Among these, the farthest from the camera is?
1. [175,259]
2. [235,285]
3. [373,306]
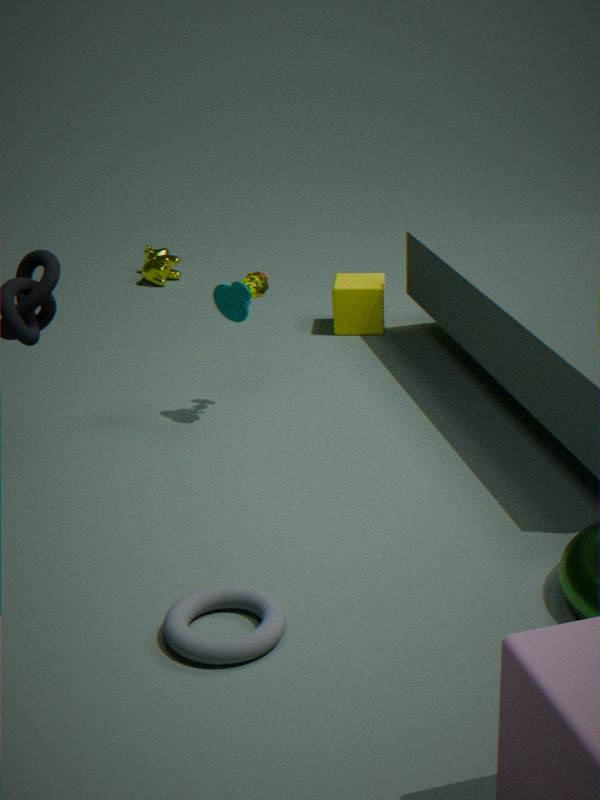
[175,259]
